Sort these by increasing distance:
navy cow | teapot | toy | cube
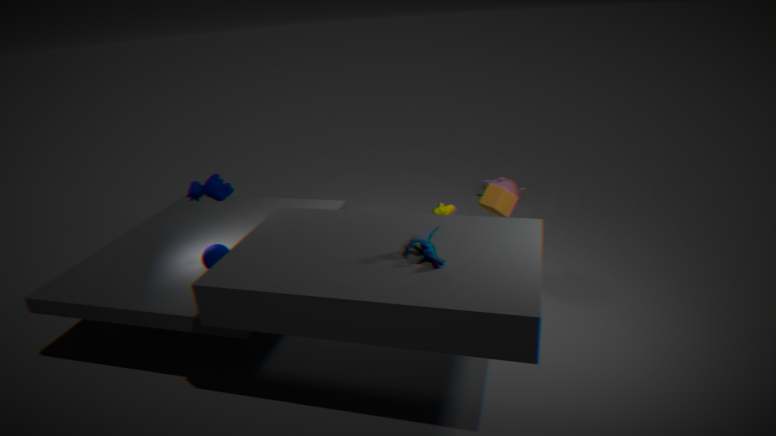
toy → navy cow → cube → teapot
